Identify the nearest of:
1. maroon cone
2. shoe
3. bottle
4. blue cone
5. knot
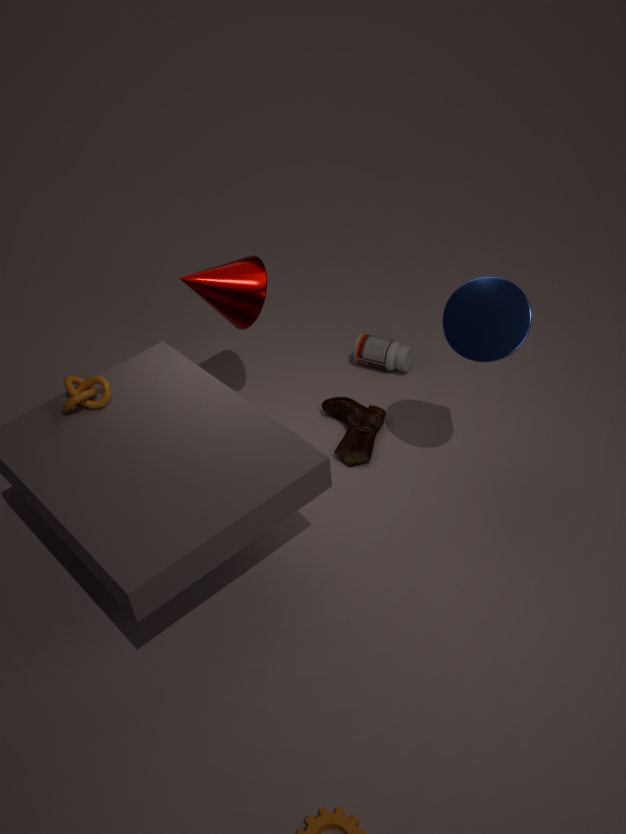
blue cone
